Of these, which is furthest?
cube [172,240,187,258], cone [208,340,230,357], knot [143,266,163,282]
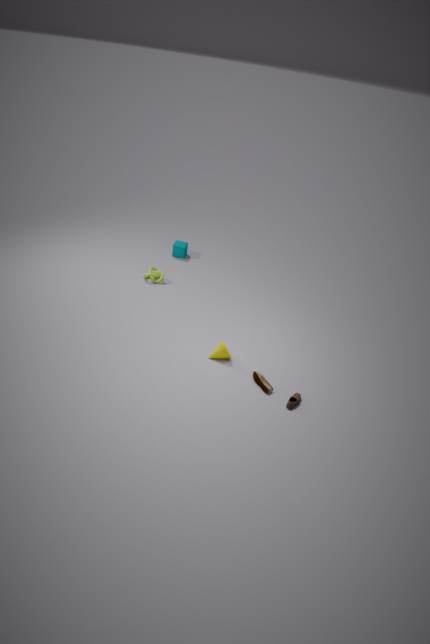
cube [172,240,187,258]
